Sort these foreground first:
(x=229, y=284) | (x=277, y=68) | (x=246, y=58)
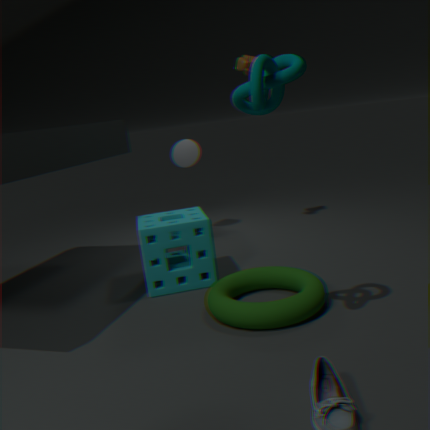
(x=277, y=68) → (x=229, y=284) → (x=246, y=58)
